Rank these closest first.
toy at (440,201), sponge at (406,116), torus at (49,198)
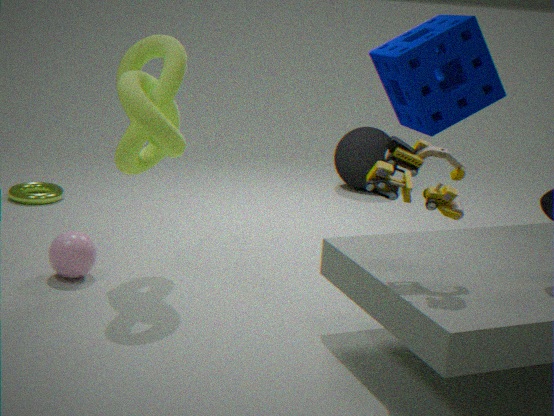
1. toy at (440,201)
2. sponge at (406,116)
3. torus at (49,198)
